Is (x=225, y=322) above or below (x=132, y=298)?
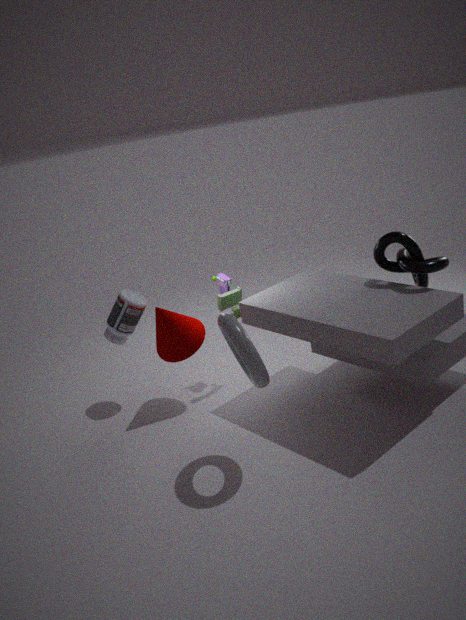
above
